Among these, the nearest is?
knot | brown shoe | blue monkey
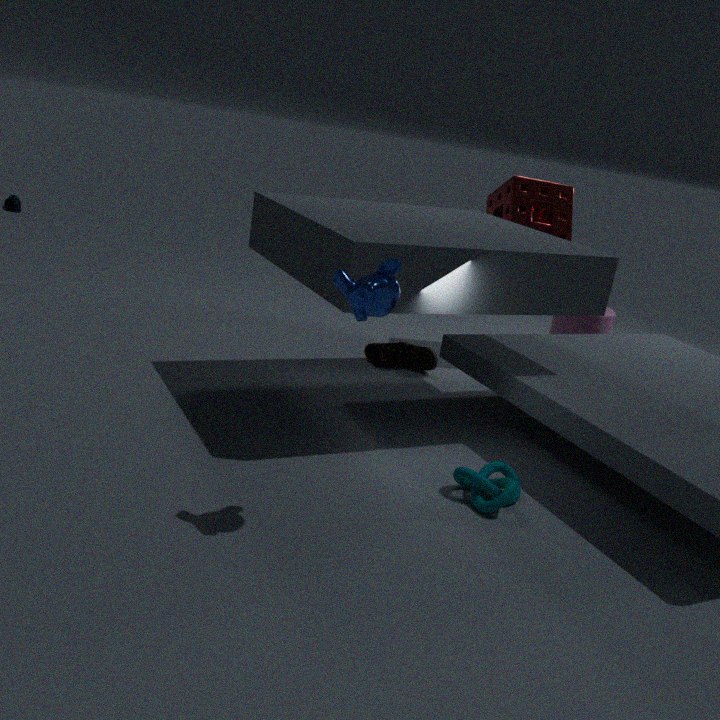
blue monkey
